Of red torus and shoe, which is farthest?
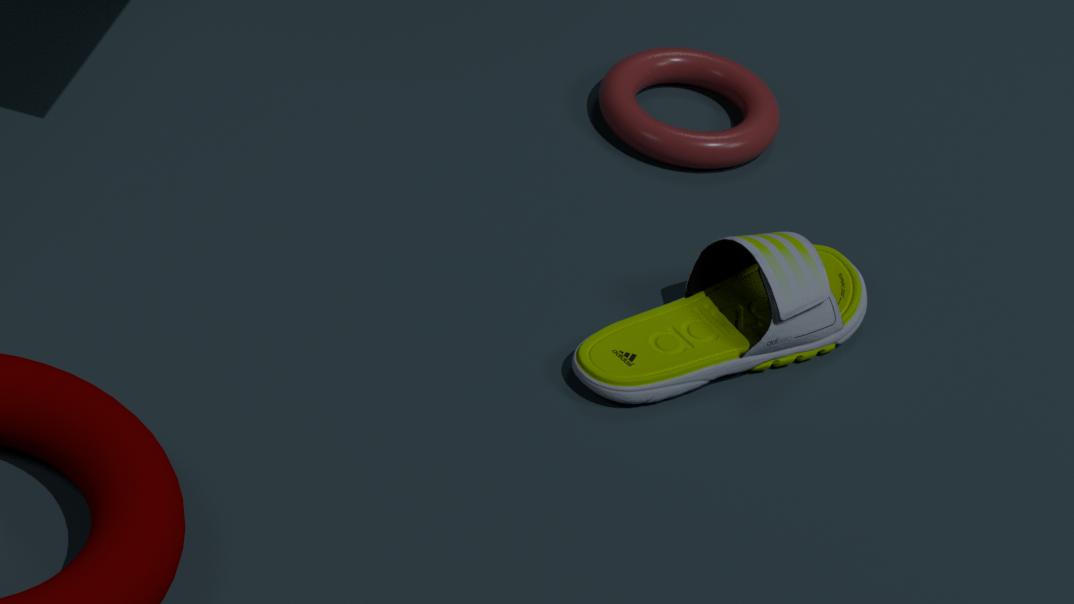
red torus
